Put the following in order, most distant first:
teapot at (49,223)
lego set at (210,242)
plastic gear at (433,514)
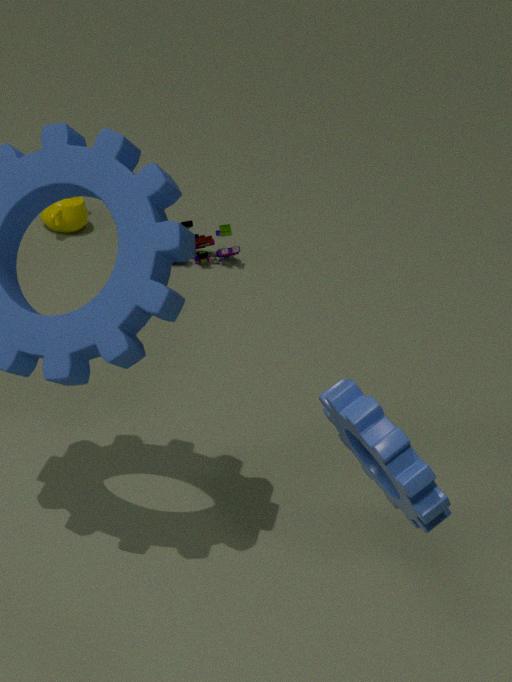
teapot at (49,223), lego set at (210,242), plastic gear at (433,514)
